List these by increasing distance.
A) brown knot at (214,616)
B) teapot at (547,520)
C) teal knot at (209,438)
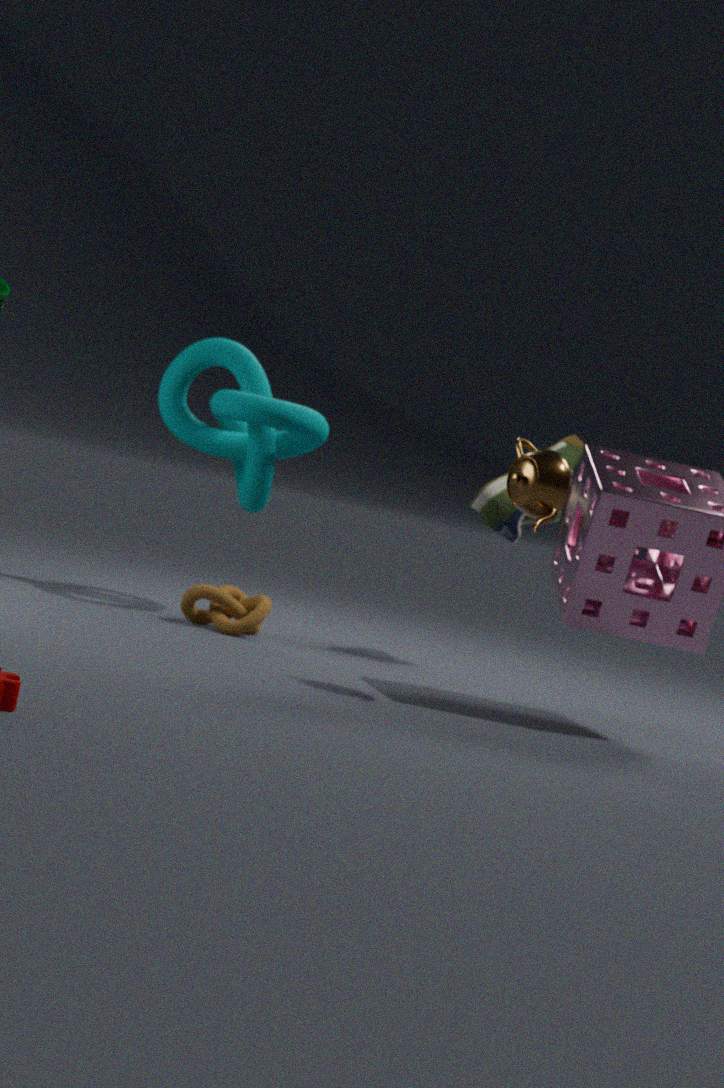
teapot at (547,520) → brown knot at (214,616) → teal knot at (209,438)
